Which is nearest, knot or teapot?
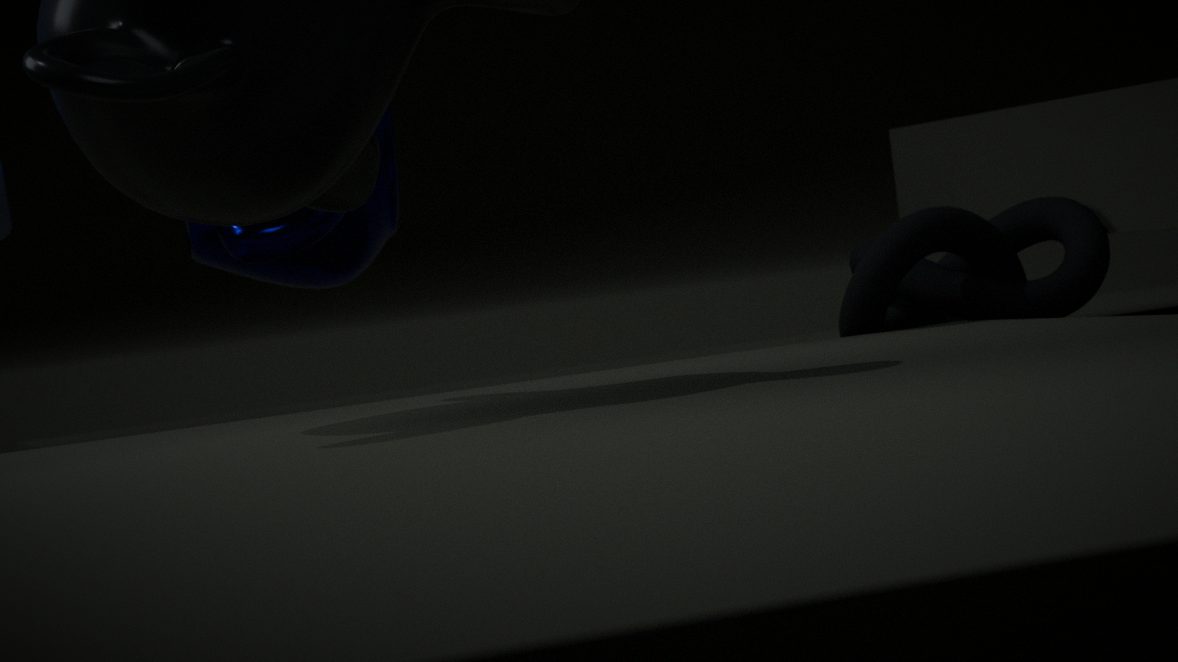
knot
